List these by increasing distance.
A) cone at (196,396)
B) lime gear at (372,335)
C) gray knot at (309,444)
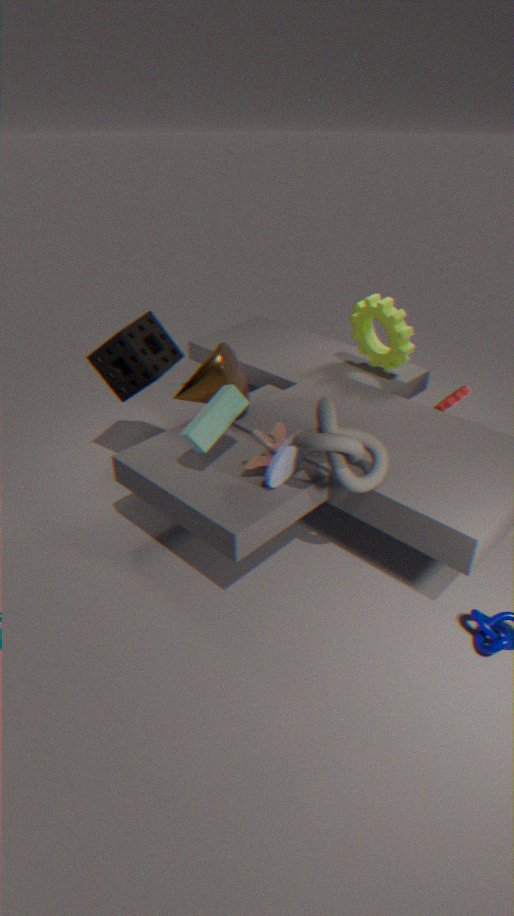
gray knot at (309,444), cone at (196,396), lime gear at (372,335)
